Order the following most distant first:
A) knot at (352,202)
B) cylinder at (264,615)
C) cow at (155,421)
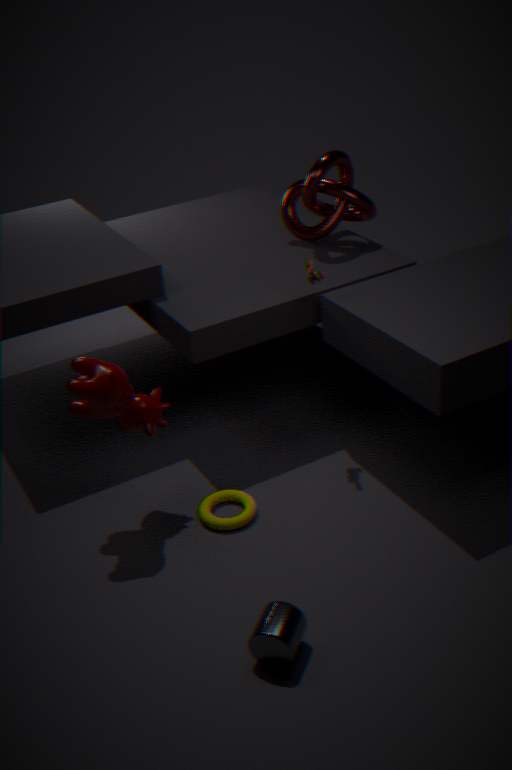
knot at (352,202) < cow at (155,421) < cylinder at (264,615)
